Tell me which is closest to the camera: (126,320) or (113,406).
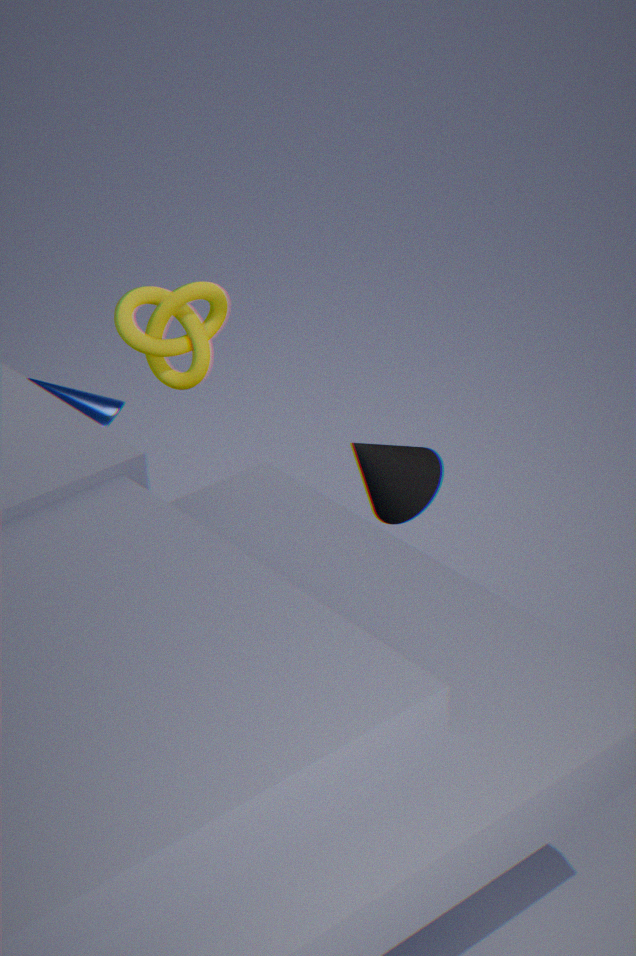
(126,320)
